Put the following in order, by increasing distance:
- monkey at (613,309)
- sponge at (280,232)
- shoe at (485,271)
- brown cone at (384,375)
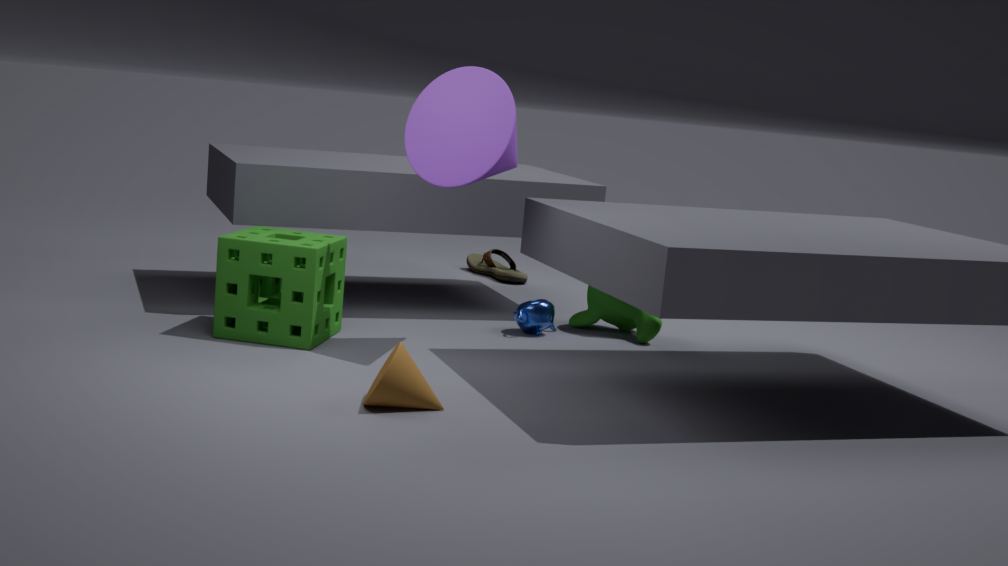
brown cone at (384,375), sponge at (280,232), monkey at (613,309), shoe at (485,271)
